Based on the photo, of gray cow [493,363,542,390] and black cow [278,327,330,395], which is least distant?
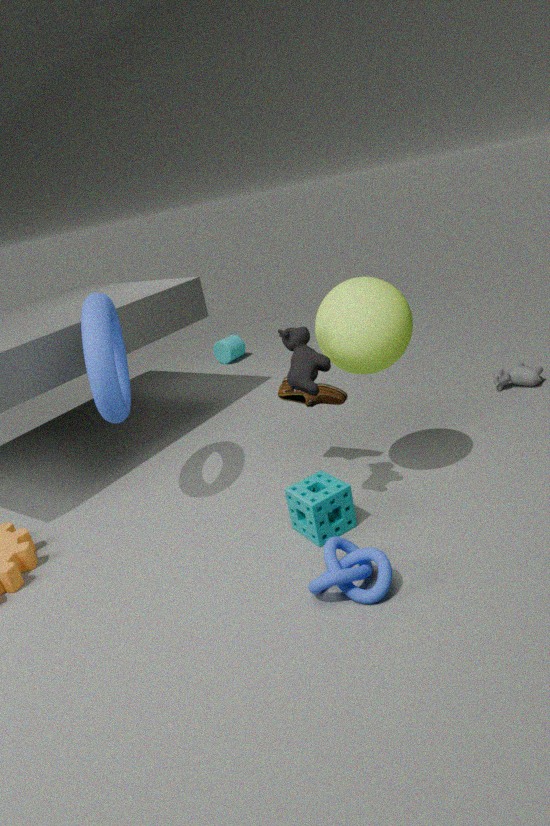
black cow [278,327,330,395]
